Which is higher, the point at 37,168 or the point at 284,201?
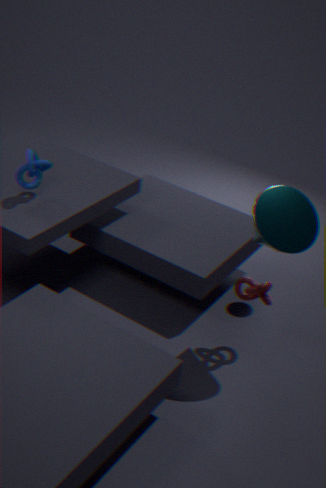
the point at 284,201
